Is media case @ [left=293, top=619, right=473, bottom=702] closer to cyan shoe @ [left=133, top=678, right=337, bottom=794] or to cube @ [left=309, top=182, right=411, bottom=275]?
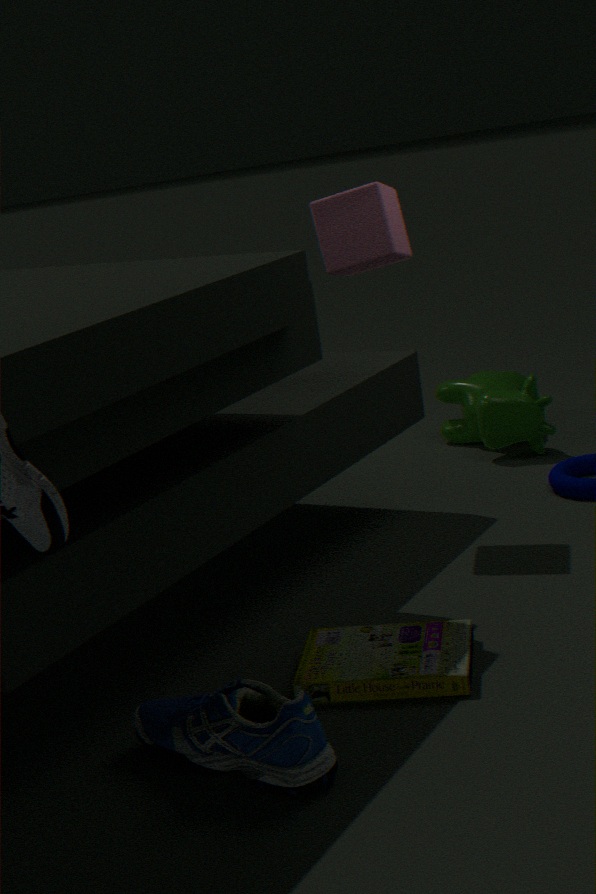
cyan shoe @ [left=133, top=678, right=337, bottom=794]
